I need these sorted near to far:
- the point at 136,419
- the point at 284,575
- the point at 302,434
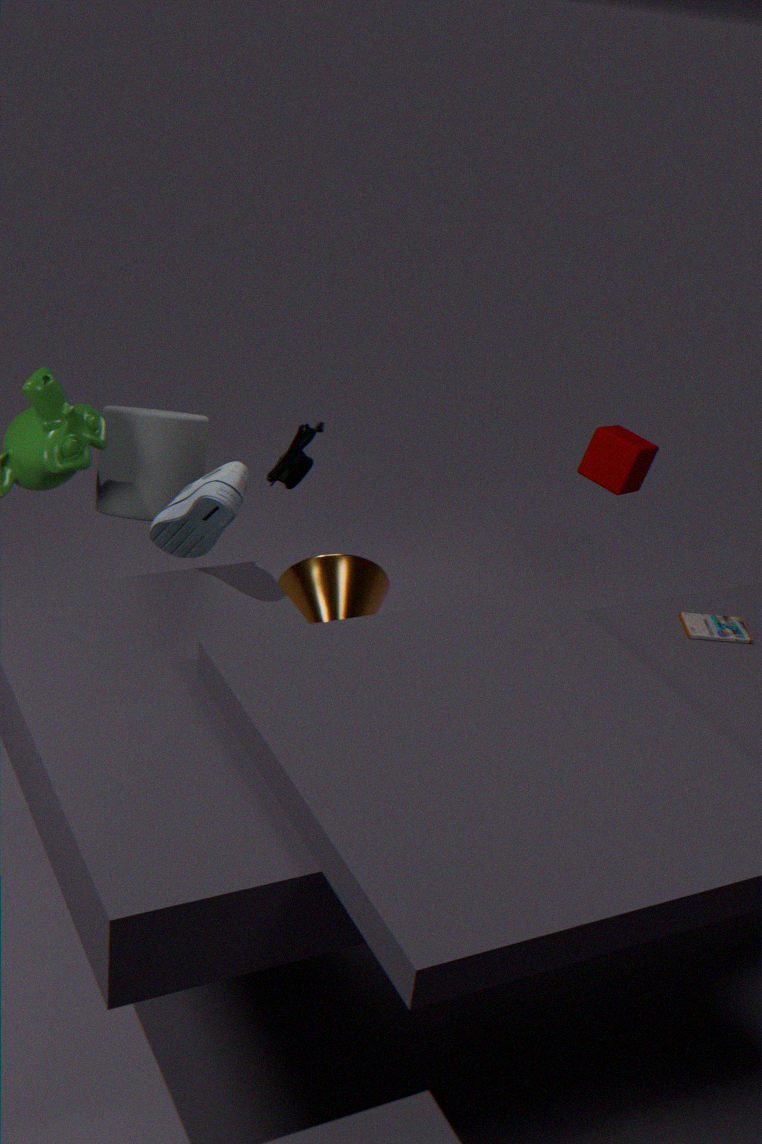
the point at 302,434 < the point at 136,419 < the point at 284,575
